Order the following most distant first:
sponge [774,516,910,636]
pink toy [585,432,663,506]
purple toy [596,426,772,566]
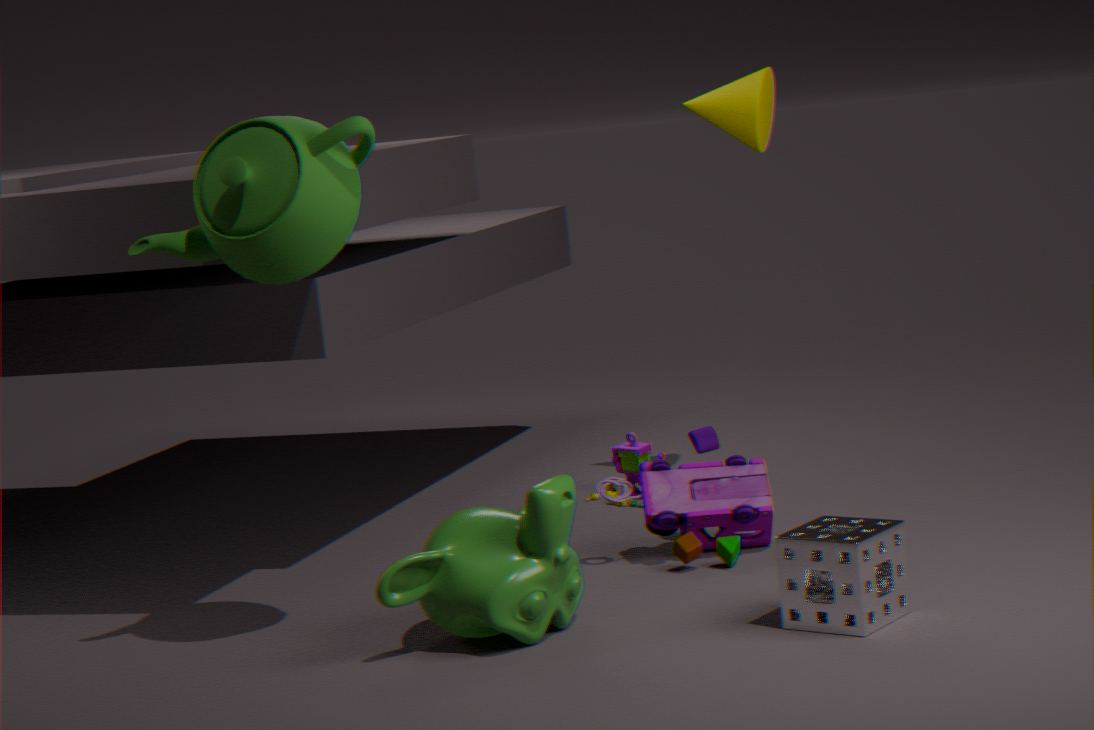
pink toy [585,432,663,506] → purple toy [596,426,772,566] → sponge [774,516,910,636]
